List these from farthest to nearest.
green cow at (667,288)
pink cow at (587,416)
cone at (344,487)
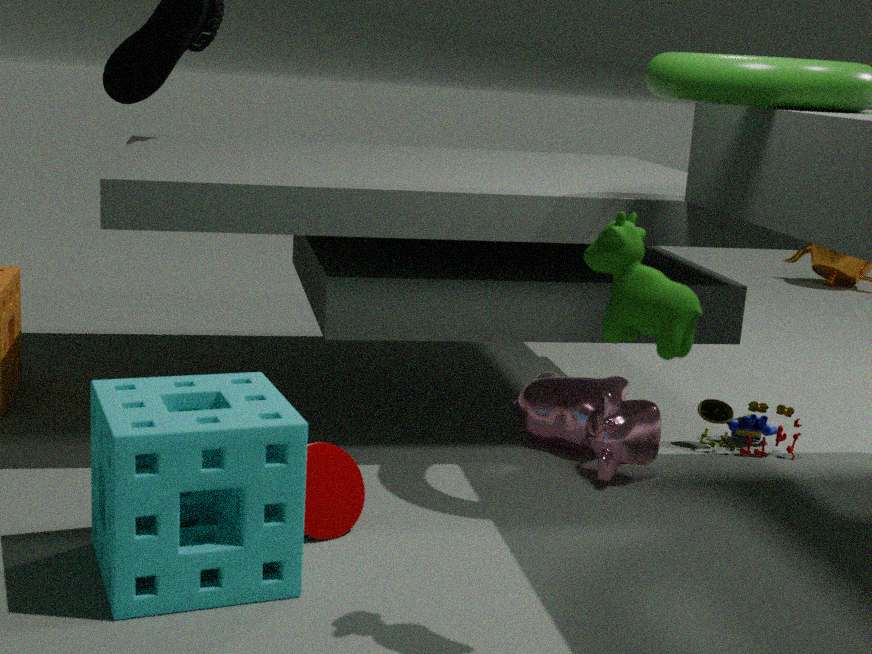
pink cow at (587,416), cone at (344,487), green cow at (667,288)
